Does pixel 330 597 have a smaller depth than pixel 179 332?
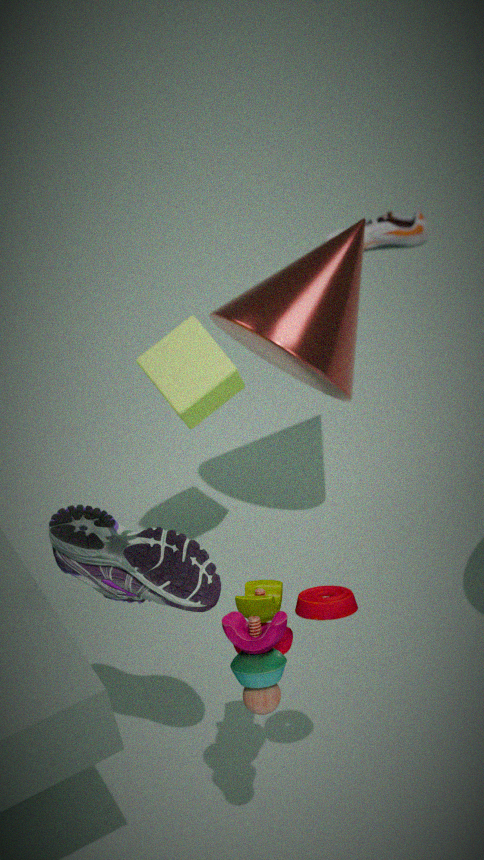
Yes
